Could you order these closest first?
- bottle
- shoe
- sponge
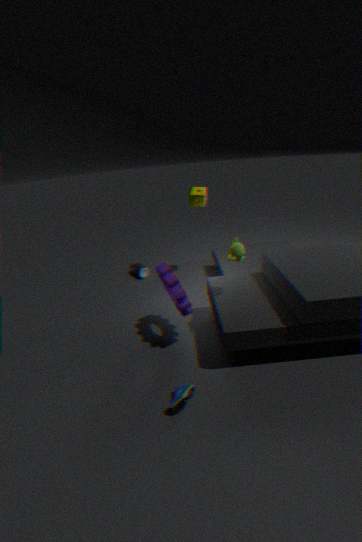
shoe < sponge < bottle
